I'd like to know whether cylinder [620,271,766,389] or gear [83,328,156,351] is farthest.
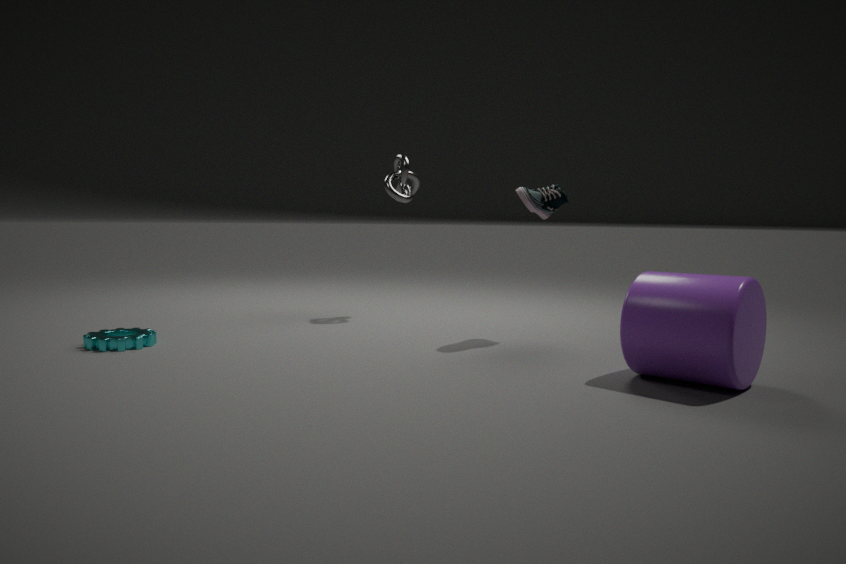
gear [83,328,156,351]
